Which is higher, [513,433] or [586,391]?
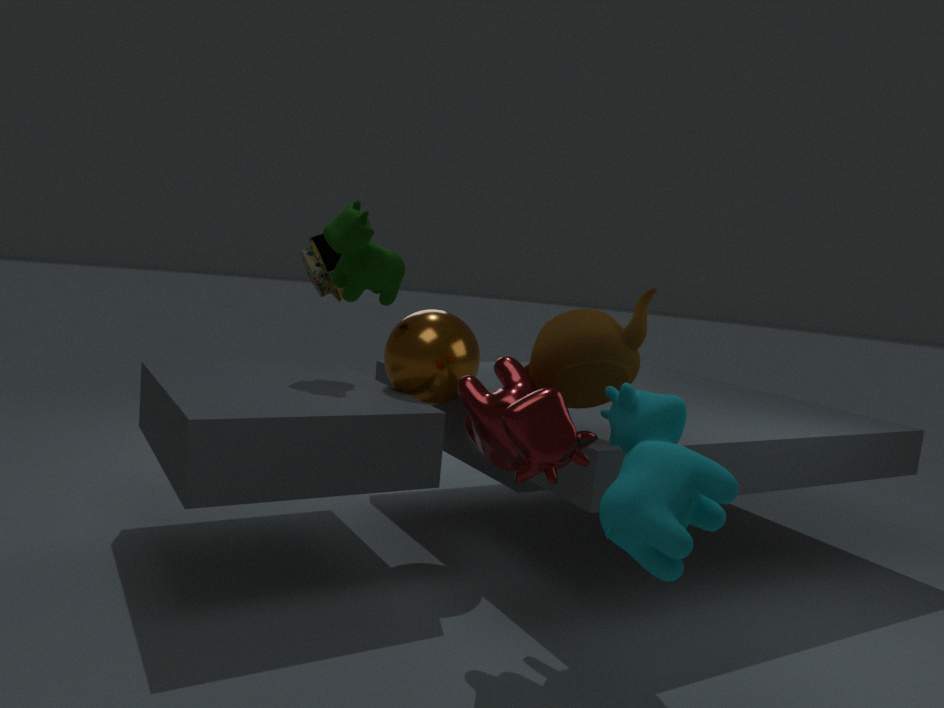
[586,391]
